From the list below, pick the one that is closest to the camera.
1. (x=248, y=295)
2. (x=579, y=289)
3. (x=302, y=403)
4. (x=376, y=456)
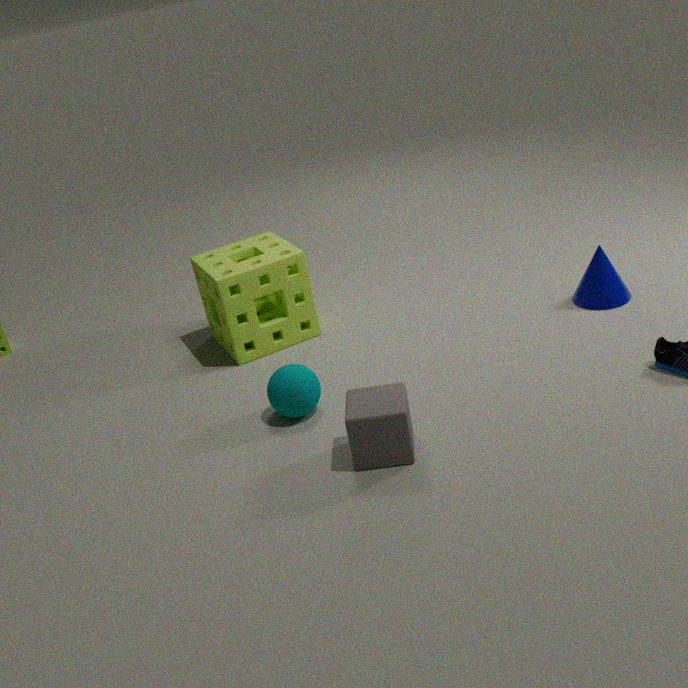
(x=376, y=456)
